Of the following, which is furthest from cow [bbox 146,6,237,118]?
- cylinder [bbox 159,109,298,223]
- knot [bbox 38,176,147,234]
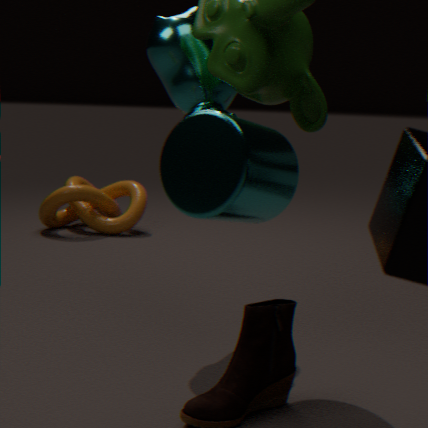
knot [bbox 38,176,147,234]
